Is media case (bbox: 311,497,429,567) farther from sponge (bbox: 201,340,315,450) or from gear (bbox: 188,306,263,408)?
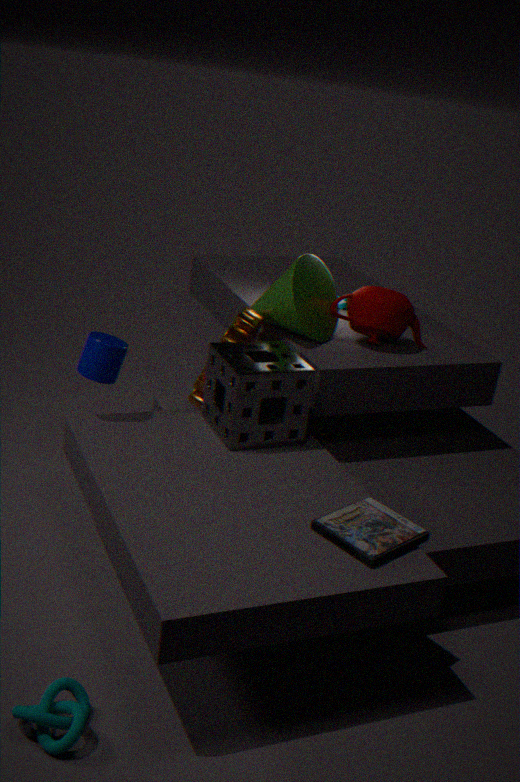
gear (bbox: 188,306,263,408)
